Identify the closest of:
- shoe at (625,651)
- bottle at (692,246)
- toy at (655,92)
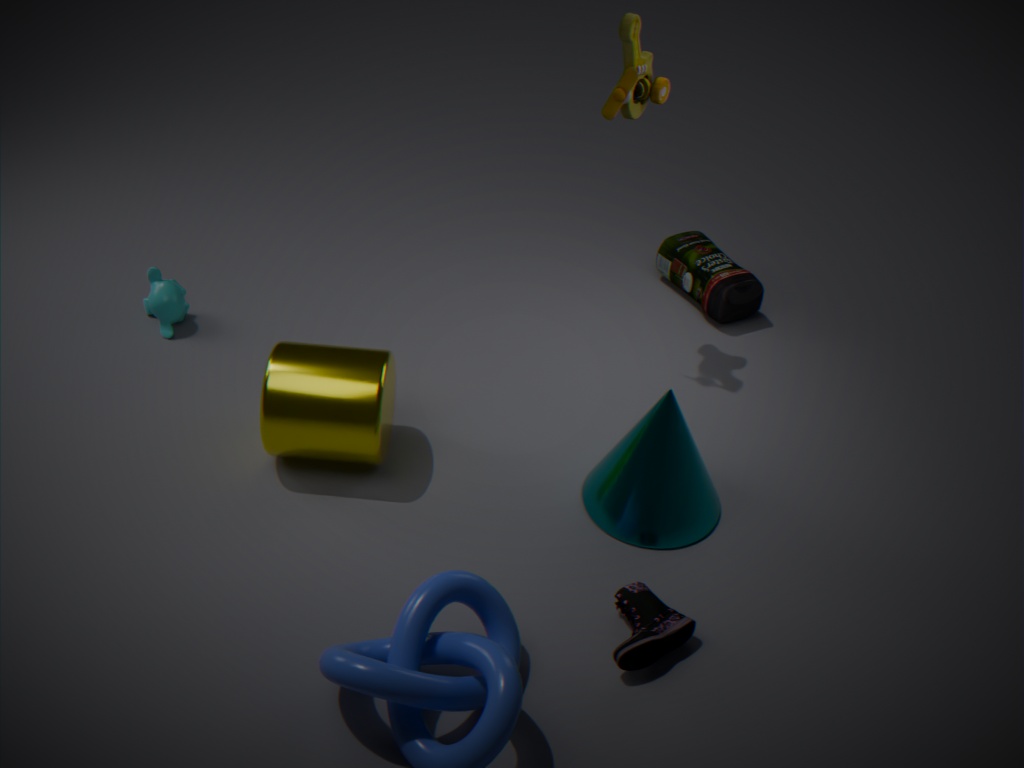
shoe at (625,651)
